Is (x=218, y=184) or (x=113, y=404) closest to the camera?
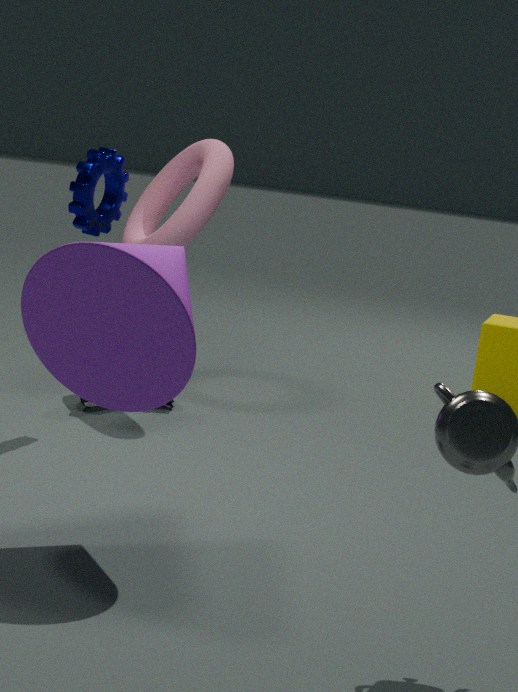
(x=113, y=404)
